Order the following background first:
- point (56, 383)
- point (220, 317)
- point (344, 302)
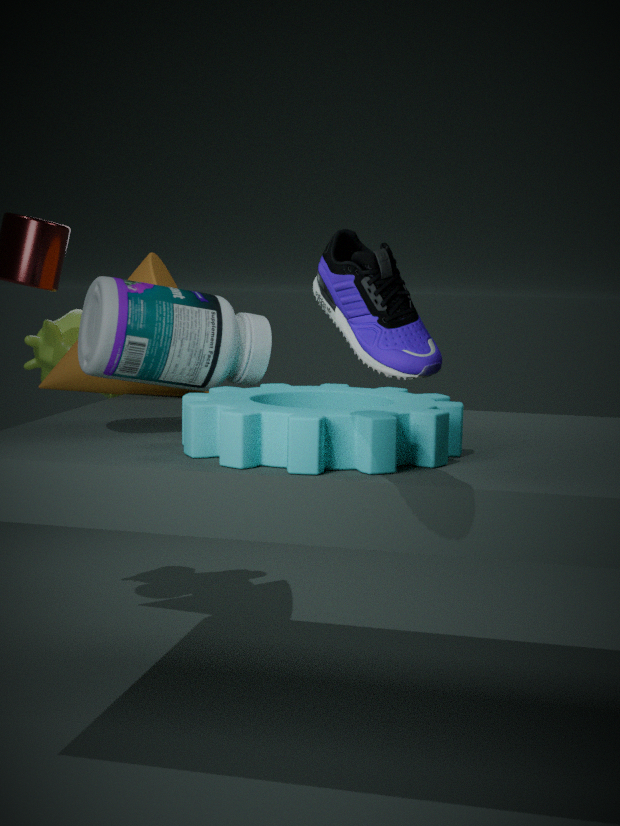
point (56, 383)
point (220, 317)
point (344, 302)
